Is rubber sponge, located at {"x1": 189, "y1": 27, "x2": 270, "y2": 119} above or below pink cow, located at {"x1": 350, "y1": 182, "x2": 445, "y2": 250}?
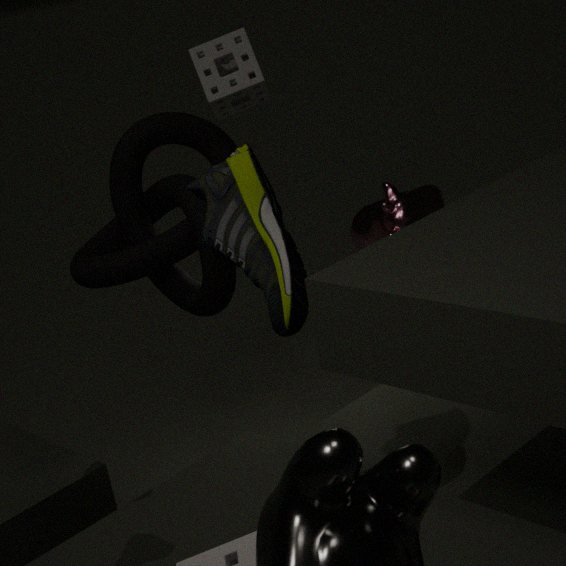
above
